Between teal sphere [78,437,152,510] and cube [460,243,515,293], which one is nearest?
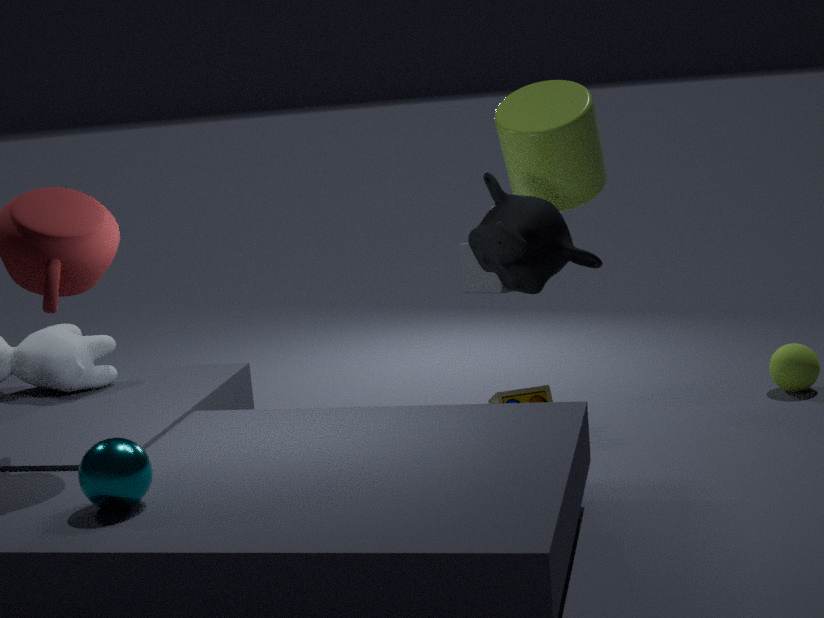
teal sphere [78,437,152,510]
